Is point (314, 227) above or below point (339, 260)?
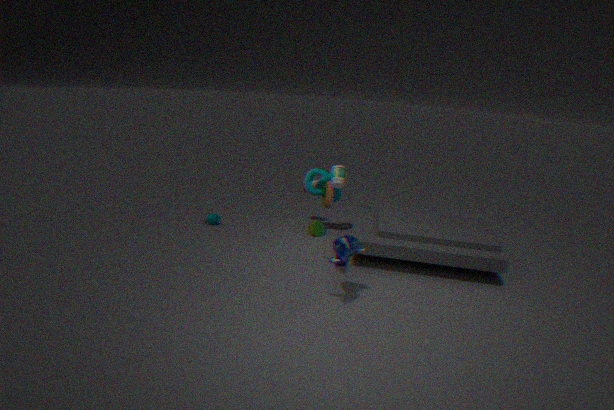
below
